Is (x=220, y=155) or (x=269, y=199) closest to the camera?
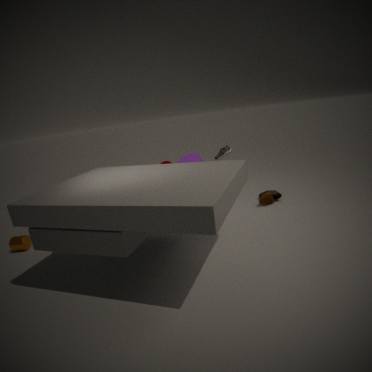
(x=220, y=155)
